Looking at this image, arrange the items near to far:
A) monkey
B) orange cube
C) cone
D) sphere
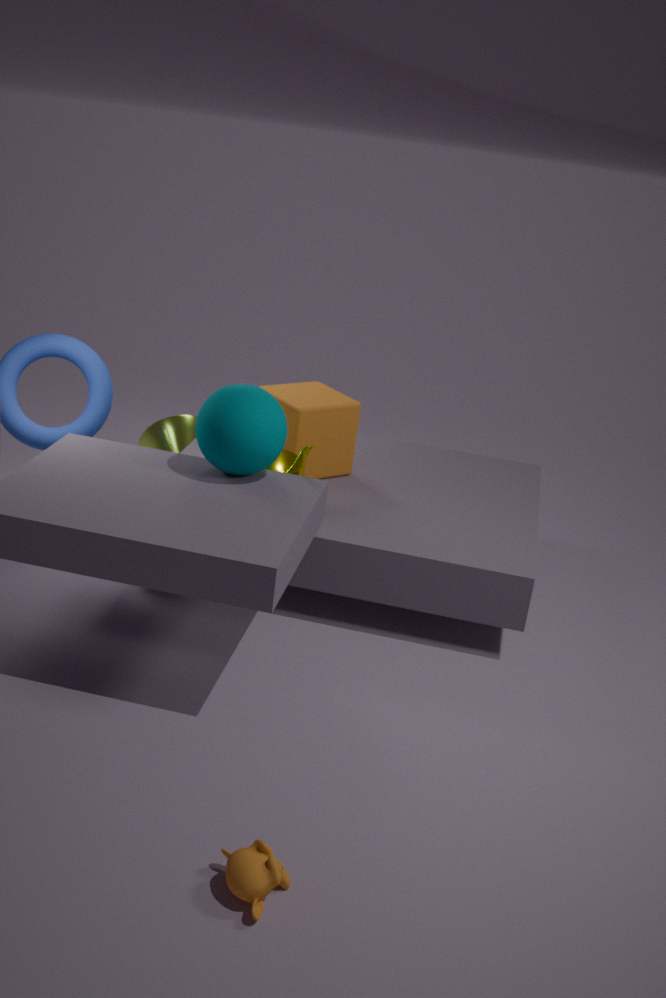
monkey < sphere < orange cube < cone
